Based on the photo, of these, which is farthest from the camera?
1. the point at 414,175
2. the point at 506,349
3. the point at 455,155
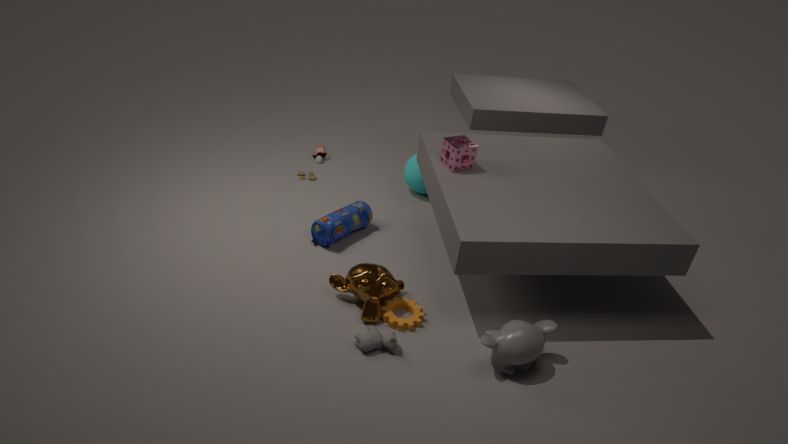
the point at 414,175
